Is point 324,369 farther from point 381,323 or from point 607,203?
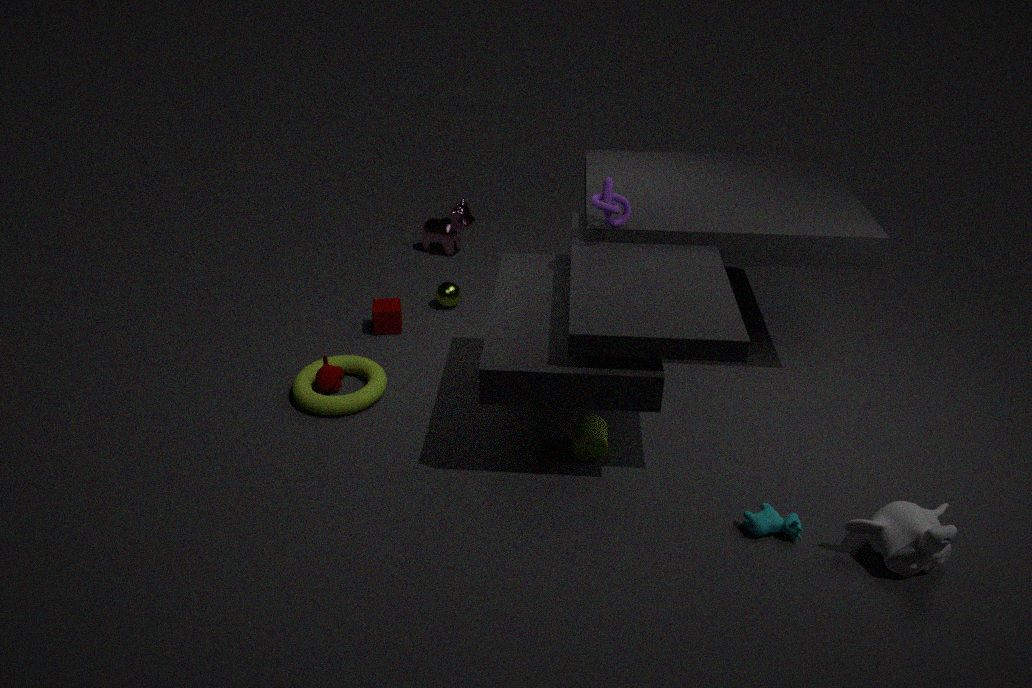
point 607,203
